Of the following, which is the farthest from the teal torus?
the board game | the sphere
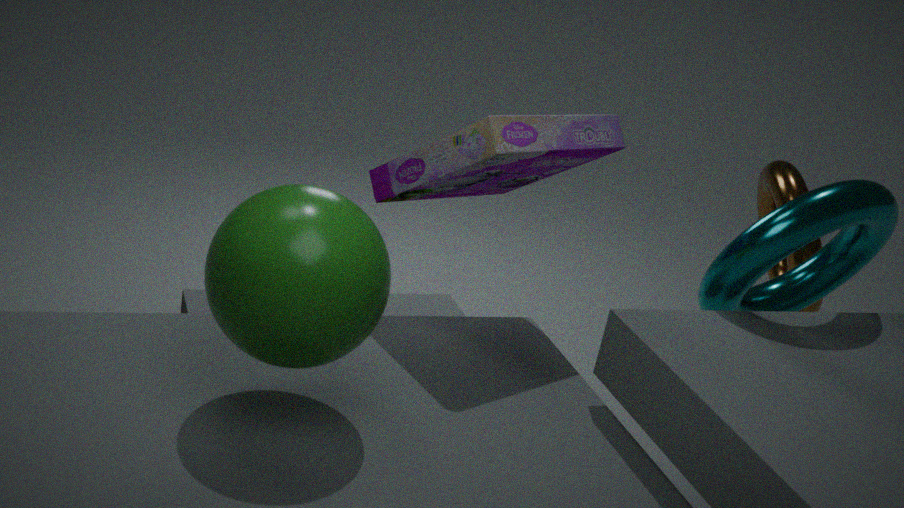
the sphere
